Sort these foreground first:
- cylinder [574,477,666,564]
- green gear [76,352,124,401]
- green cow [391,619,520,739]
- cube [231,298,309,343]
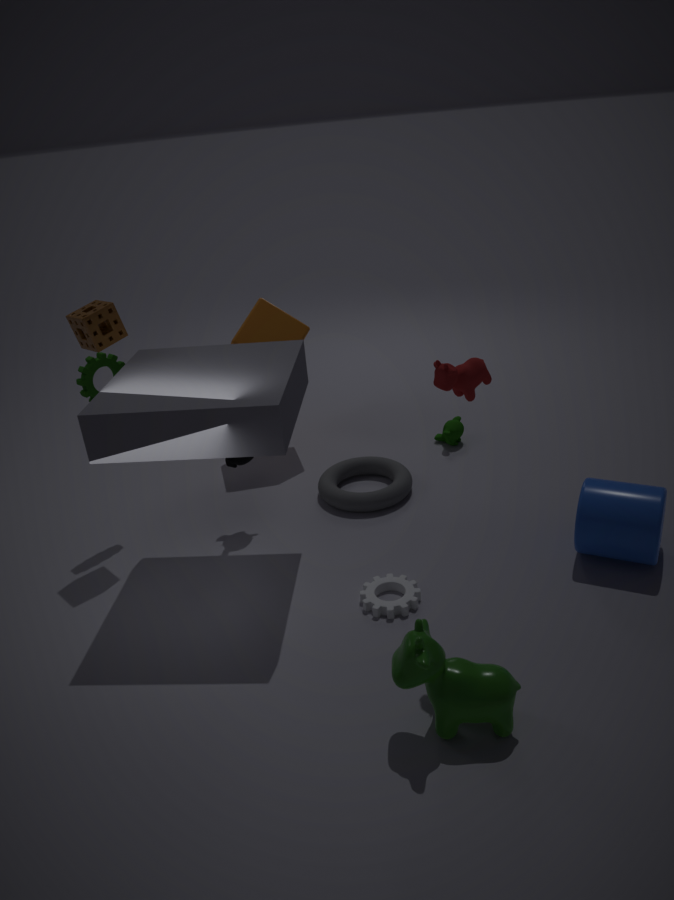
green cow [391,619,520,739] → cylinder [574,477,666,564] → green gear [76,352,124,401] → cube [231,298,309,343]
